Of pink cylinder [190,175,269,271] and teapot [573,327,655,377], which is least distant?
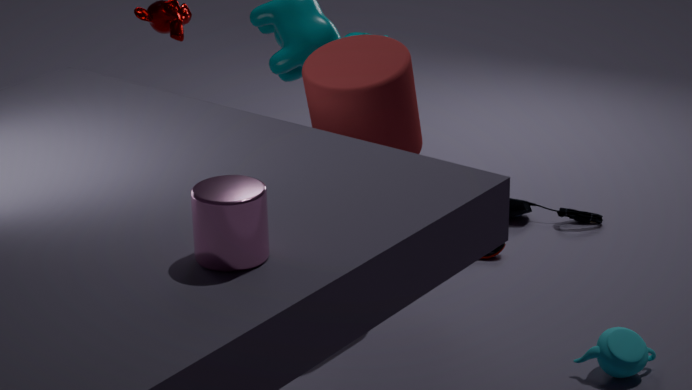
pink cylinder [190,175,269,271]
